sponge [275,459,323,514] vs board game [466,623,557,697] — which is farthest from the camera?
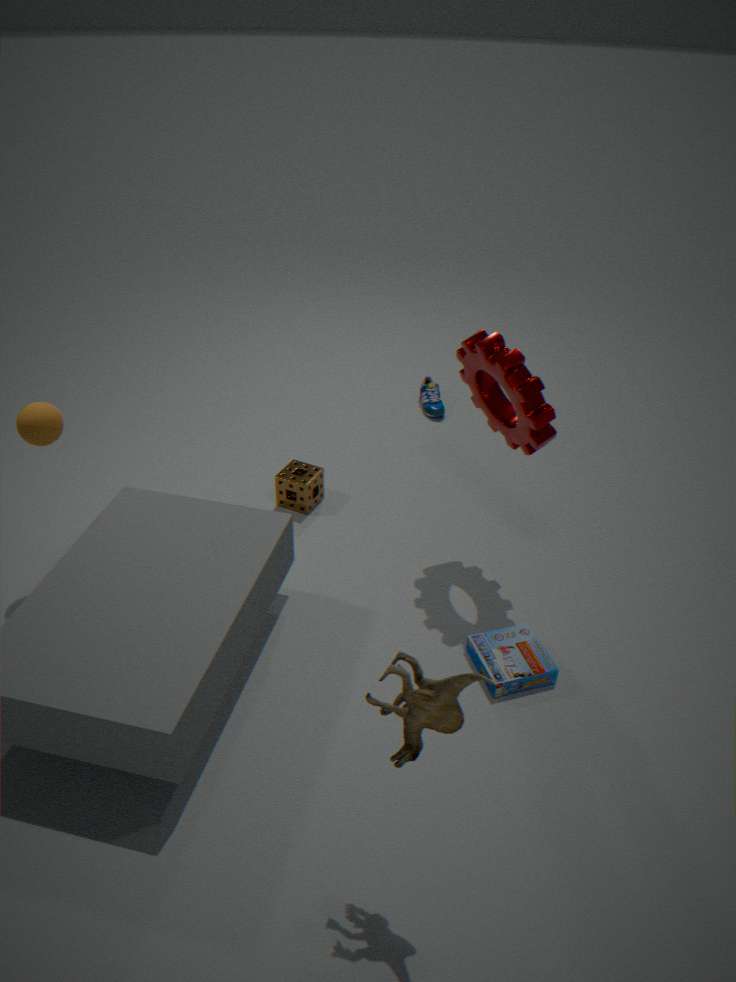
sponge [275,459,323,514]
